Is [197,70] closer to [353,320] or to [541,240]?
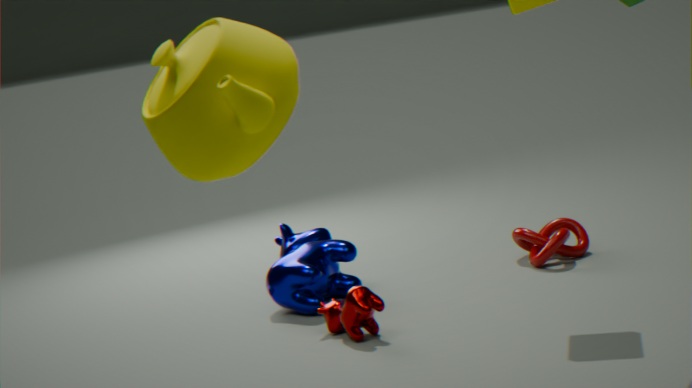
[353,320]
